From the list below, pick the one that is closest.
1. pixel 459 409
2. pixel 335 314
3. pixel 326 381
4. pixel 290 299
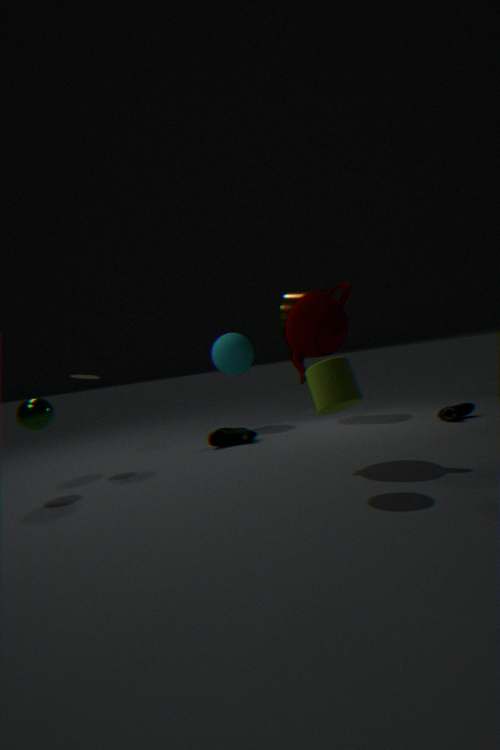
pixel 326 381
